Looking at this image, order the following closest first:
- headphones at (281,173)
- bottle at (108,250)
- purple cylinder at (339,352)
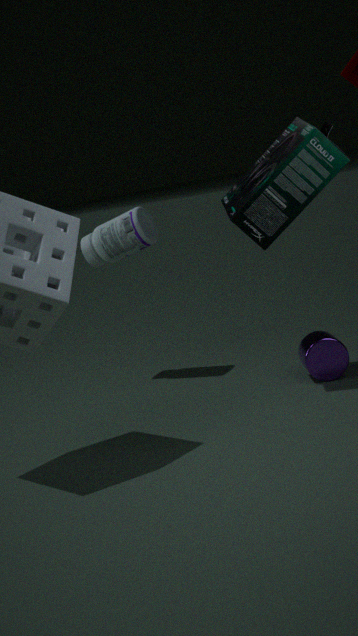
headphones at (281,173), purple cylinder at (339,352), bottle at (108,250)
